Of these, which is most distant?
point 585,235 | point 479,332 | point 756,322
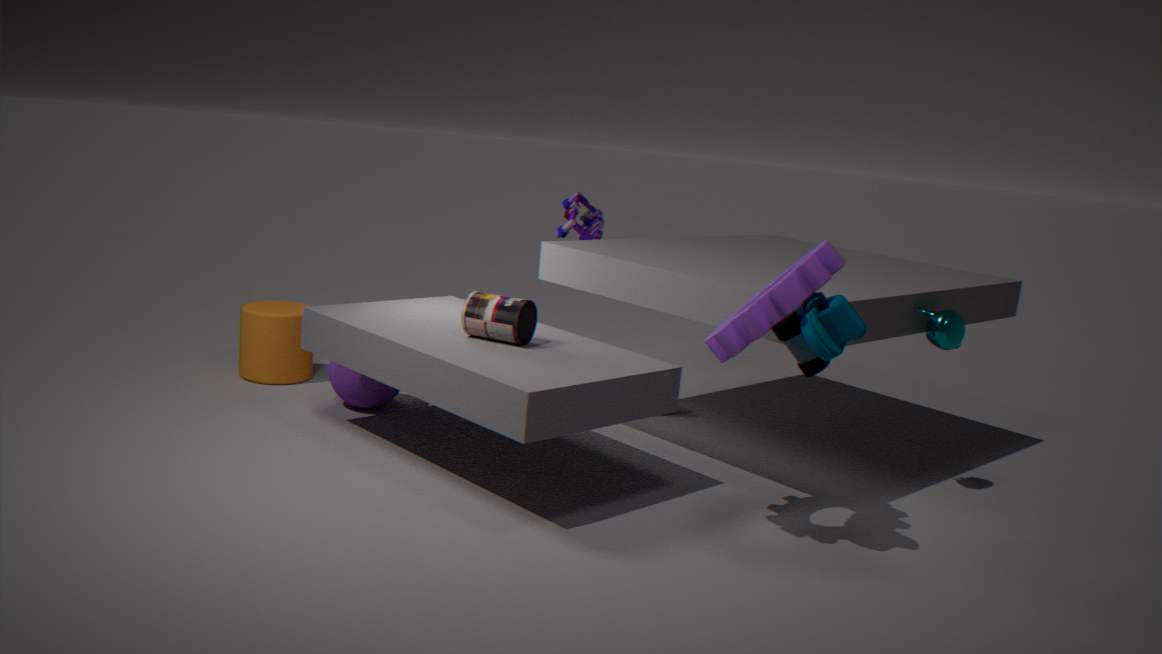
point 585,235
